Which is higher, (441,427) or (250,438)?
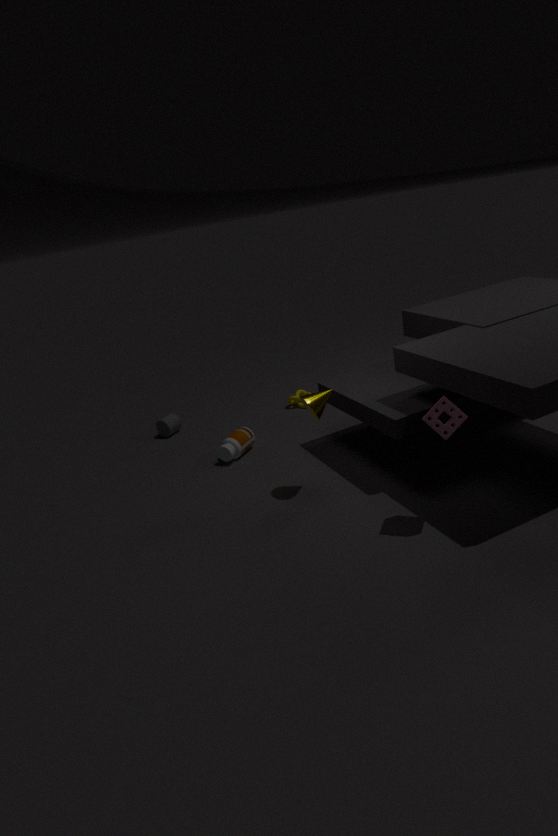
(441,427)
